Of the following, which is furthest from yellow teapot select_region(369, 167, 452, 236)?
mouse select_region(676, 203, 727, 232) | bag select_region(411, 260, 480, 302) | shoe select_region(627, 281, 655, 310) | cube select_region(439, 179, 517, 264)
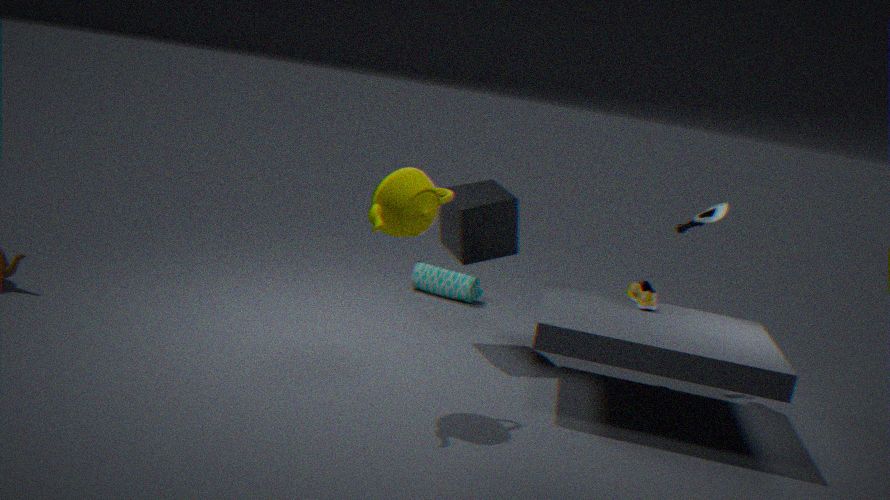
bag select_region(411, 260, 480, 302)
